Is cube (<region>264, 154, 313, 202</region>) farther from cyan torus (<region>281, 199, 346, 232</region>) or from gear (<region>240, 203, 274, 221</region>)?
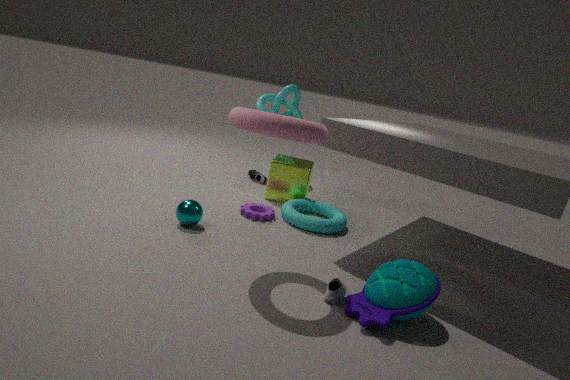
gear (<region>240, 203, 274, 221</region>)
